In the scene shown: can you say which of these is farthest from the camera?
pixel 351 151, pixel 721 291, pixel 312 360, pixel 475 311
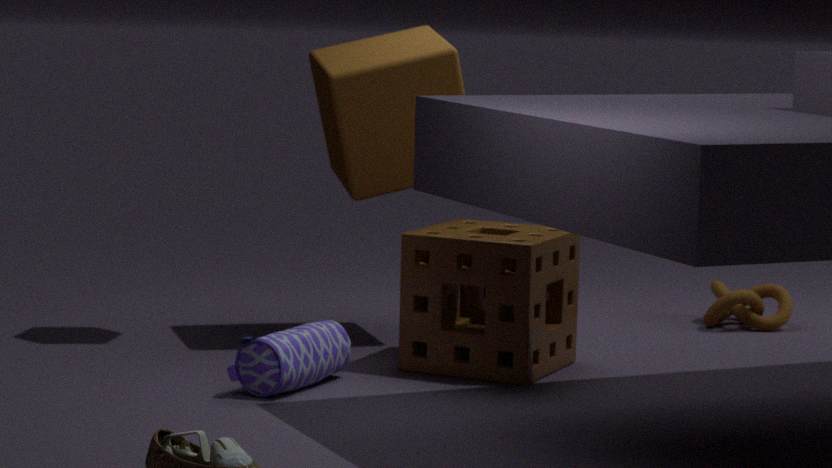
pixel 721 291
